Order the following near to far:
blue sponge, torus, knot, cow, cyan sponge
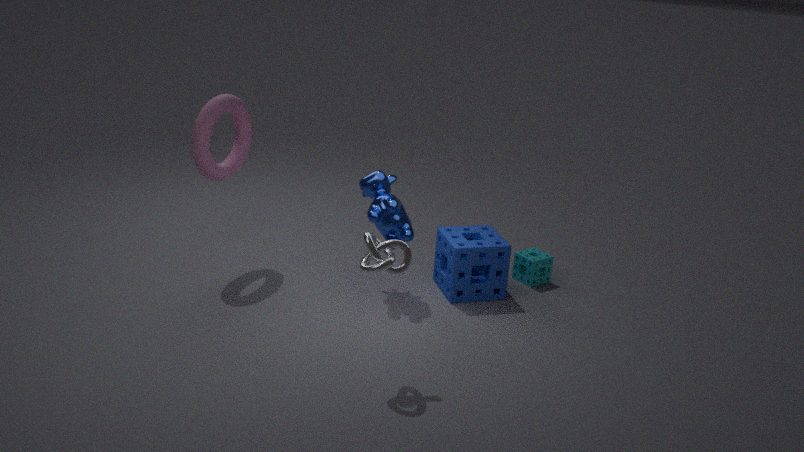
knot → cow → torus → blue sponge → cyan sponge
